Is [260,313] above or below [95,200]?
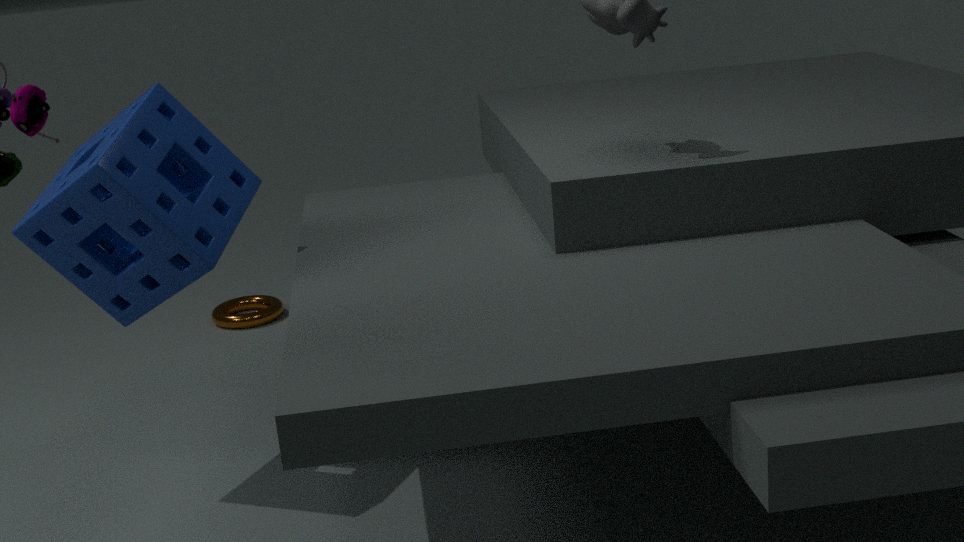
below
